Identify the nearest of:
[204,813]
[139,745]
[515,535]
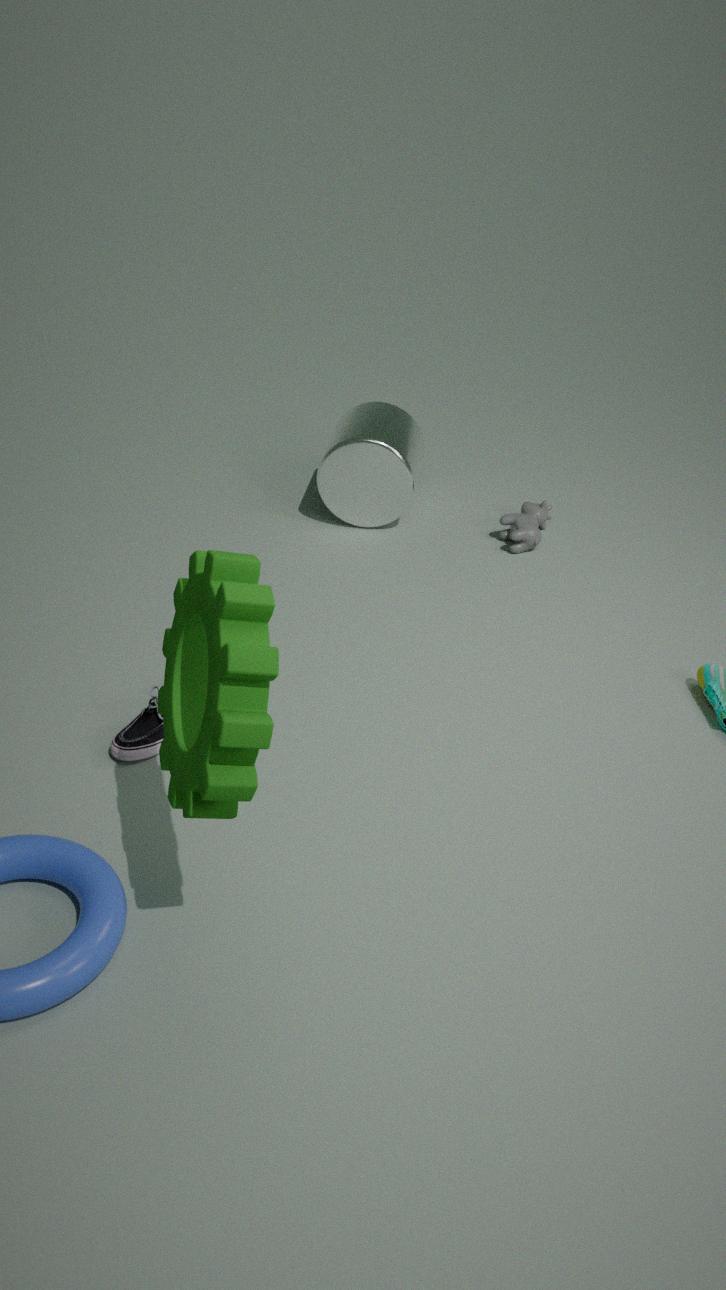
[204,813]
